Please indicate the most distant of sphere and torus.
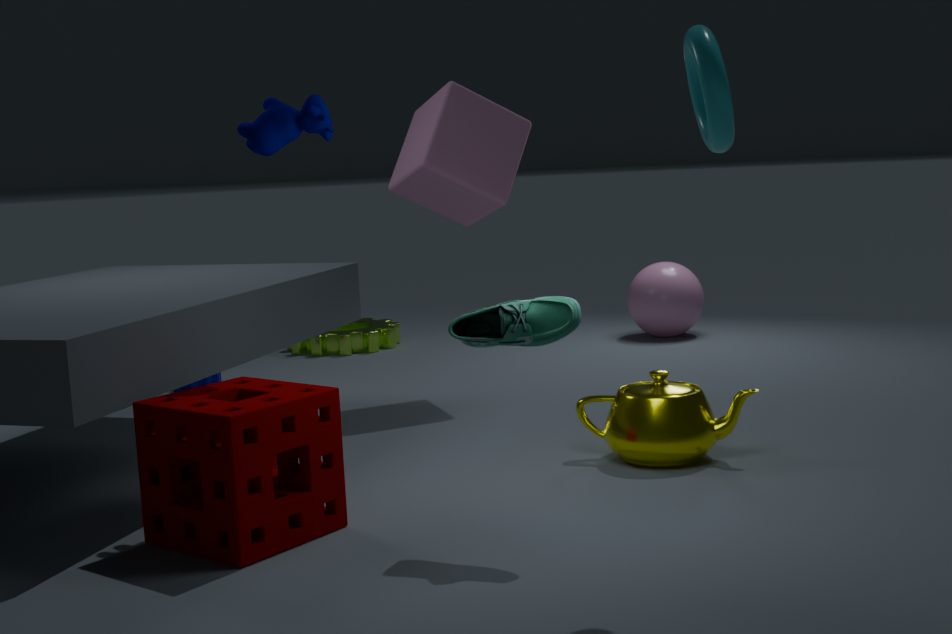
sphere
